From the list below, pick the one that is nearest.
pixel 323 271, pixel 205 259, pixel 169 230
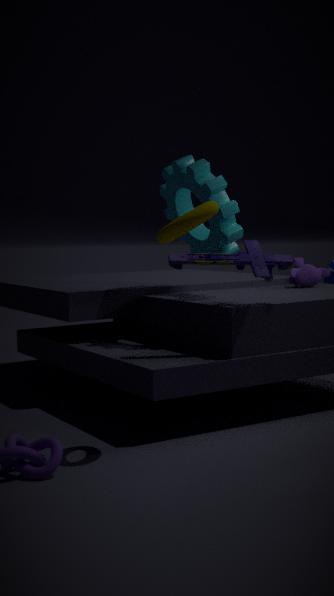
pixel 169 230
